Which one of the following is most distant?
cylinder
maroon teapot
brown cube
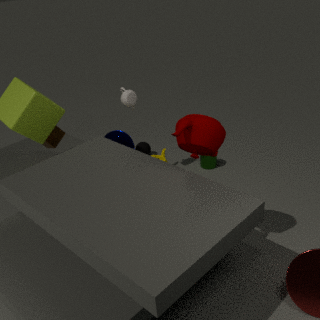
cylinder
